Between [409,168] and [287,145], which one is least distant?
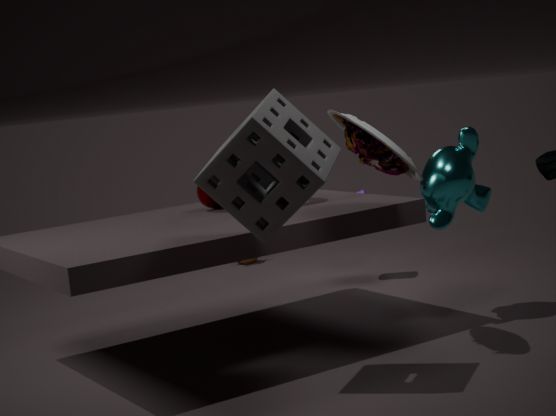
[287,145]
